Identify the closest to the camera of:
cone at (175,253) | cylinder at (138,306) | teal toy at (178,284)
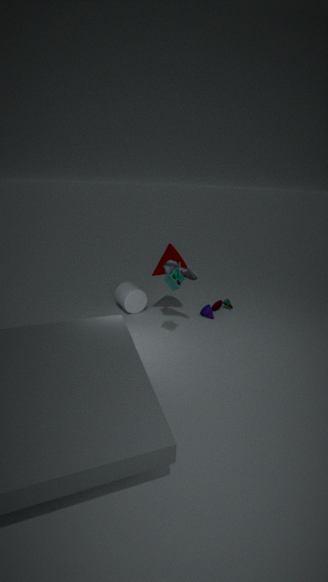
teal toy at (178,284)
